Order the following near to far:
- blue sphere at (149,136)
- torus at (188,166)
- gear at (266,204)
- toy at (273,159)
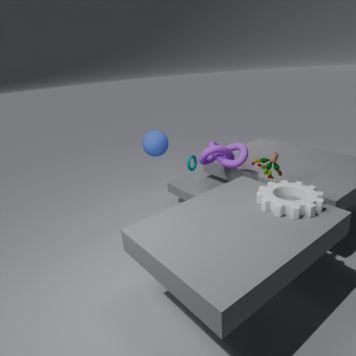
gear at (266,204)
toy at (273,159)
blue sphere at (149,136)
torus at (188,166)
